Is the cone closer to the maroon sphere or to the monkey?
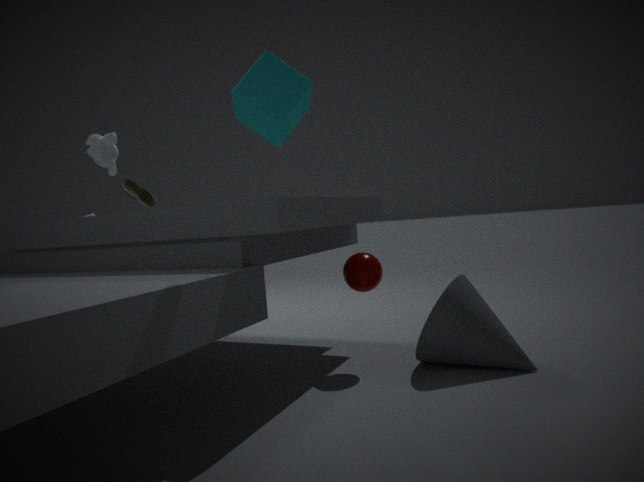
the maroon sphere
